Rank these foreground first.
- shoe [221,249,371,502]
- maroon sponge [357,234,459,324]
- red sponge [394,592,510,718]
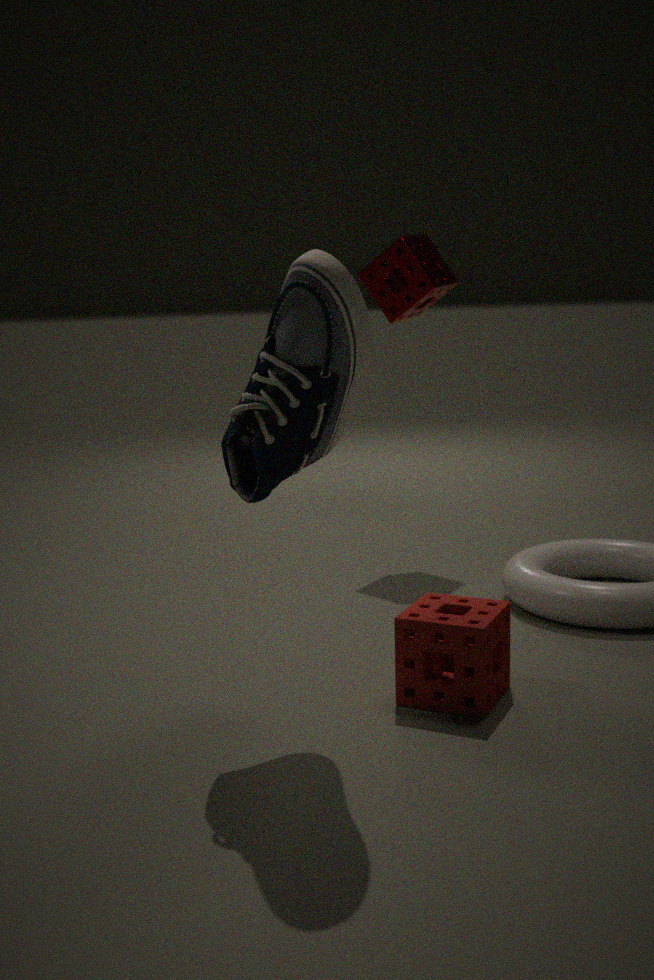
shoe [221,249,371,502]
red sponge [394,592,510,718]
maroon sponge [357,234,459,324]
